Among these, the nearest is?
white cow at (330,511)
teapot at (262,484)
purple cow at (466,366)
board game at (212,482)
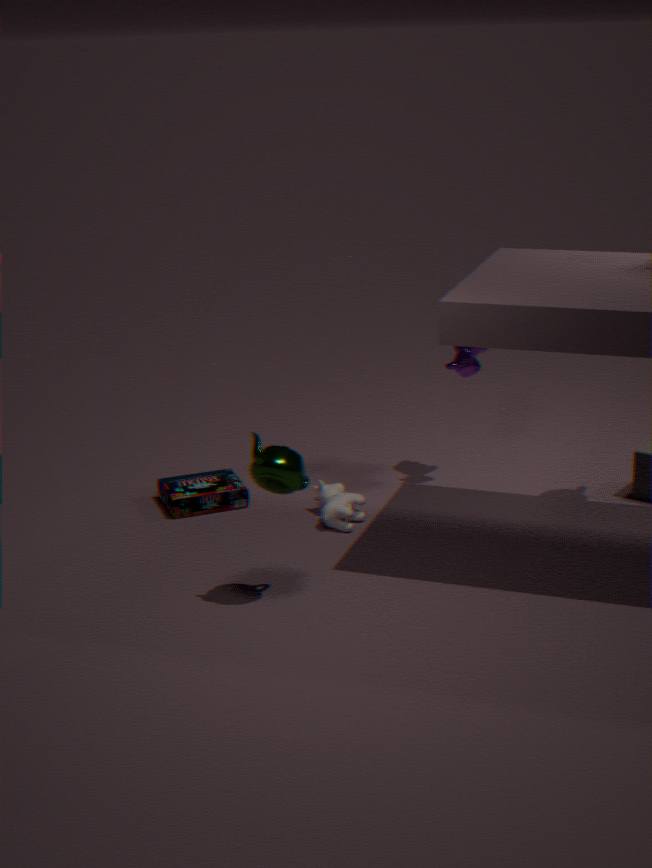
teapot at (262,484)
